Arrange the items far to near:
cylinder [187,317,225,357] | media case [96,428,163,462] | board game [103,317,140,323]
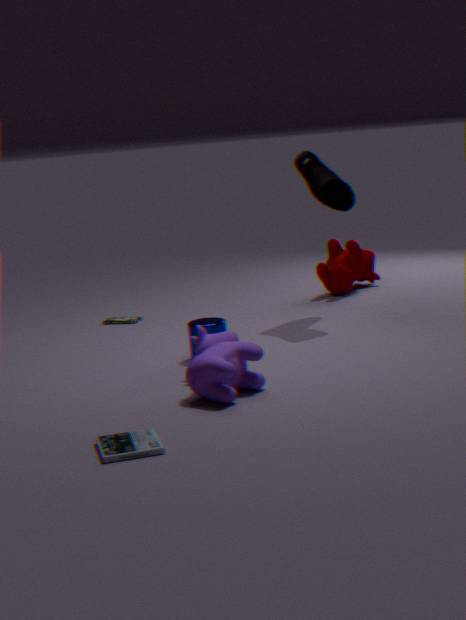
board game [103,317,140,323]
cylinder [187,317,225,357]
media case [96,428,163,462]
